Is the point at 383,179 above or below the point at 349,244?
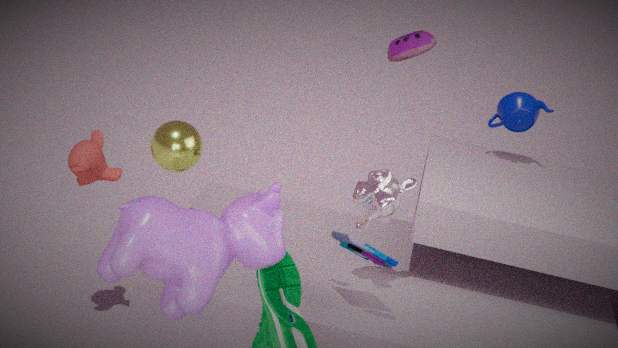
above
